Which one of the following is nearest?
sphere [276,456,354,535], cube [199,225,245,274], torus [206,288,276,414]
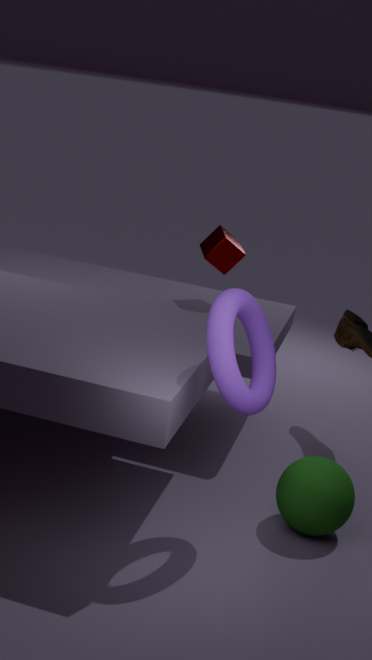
torus [206,288,276,414]
